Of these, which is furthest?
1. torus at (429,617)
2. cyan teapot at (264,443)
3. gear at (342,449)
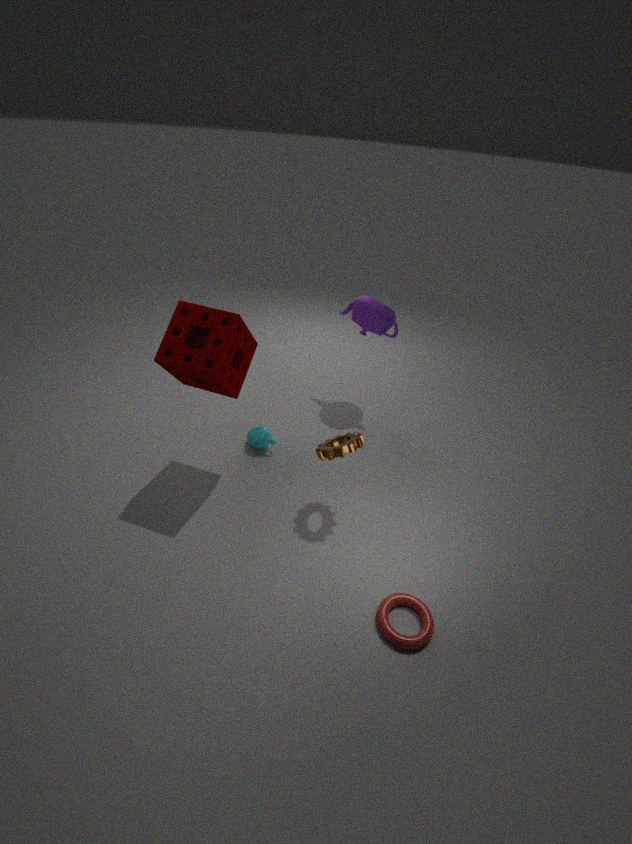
cyan teapot at (264,443)
